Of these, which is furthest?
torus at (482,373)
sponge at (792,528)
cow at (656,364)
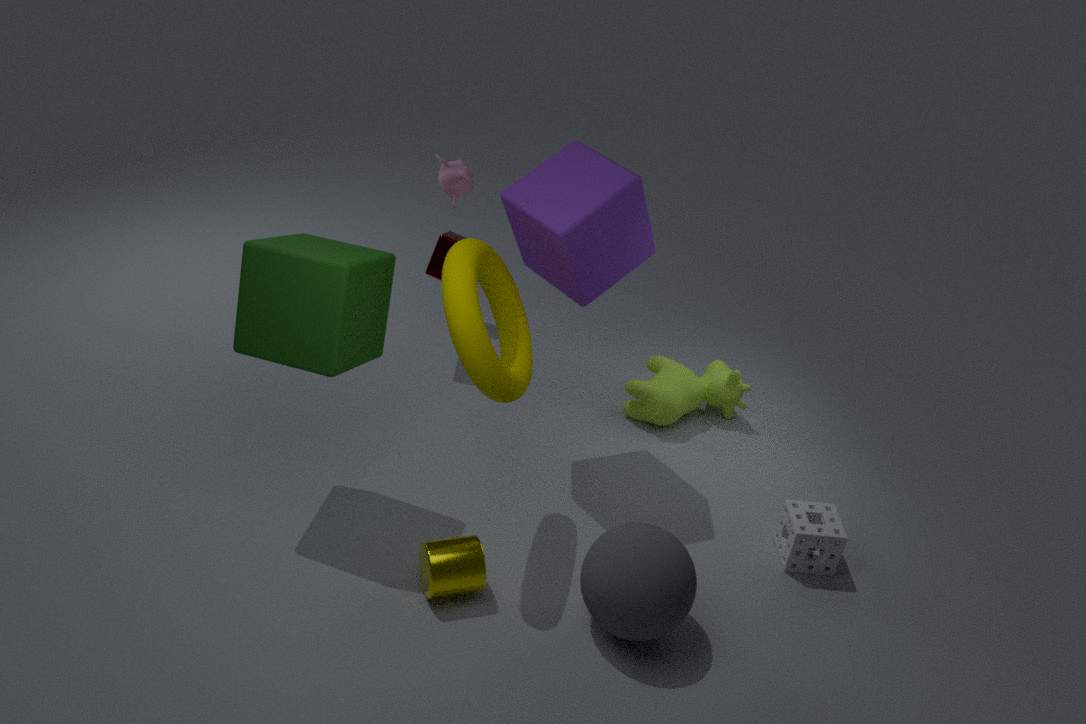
cow at (656,364)
